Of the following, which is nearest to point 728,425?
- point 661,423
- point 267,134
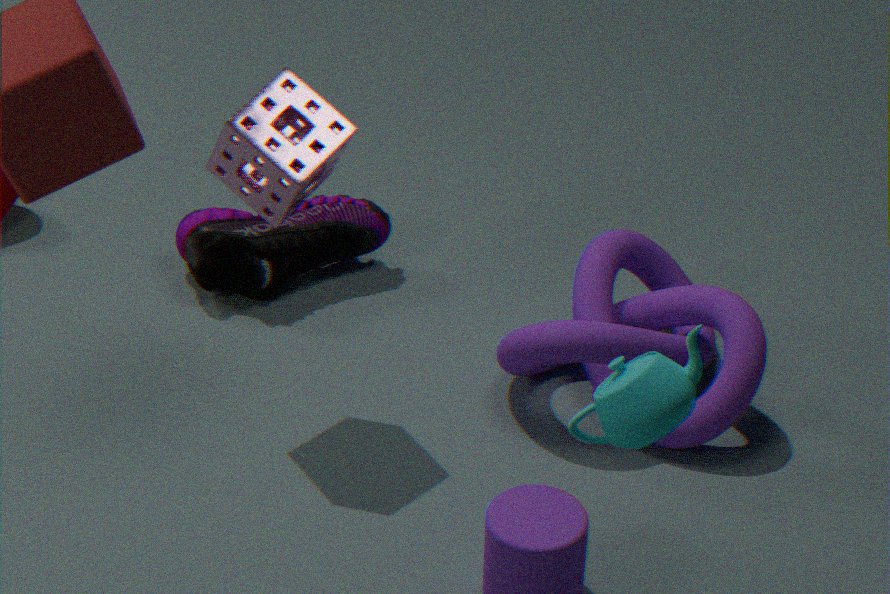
point 267,134
